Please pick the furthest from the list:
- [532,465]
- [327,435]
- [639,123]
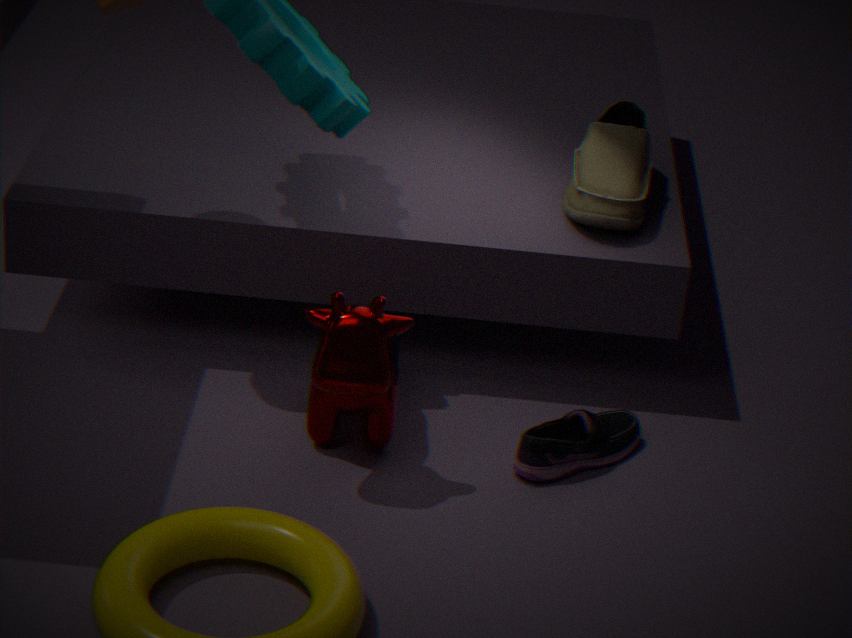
[639,123]
